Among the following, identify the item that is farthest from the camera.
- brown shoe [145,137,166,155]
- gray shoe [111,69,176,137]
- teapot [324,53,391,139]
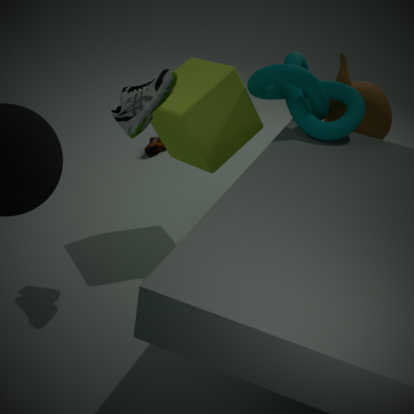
brown shoe [145,137,166,155]
